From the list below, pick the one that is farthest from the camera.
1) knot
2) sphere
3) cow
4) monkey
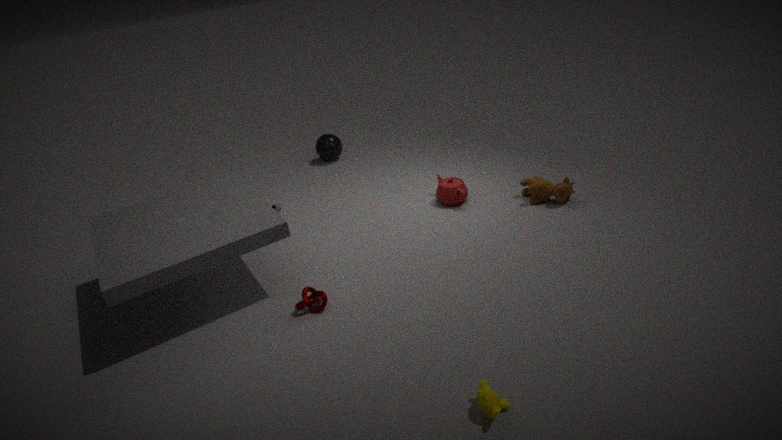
2. sphere
